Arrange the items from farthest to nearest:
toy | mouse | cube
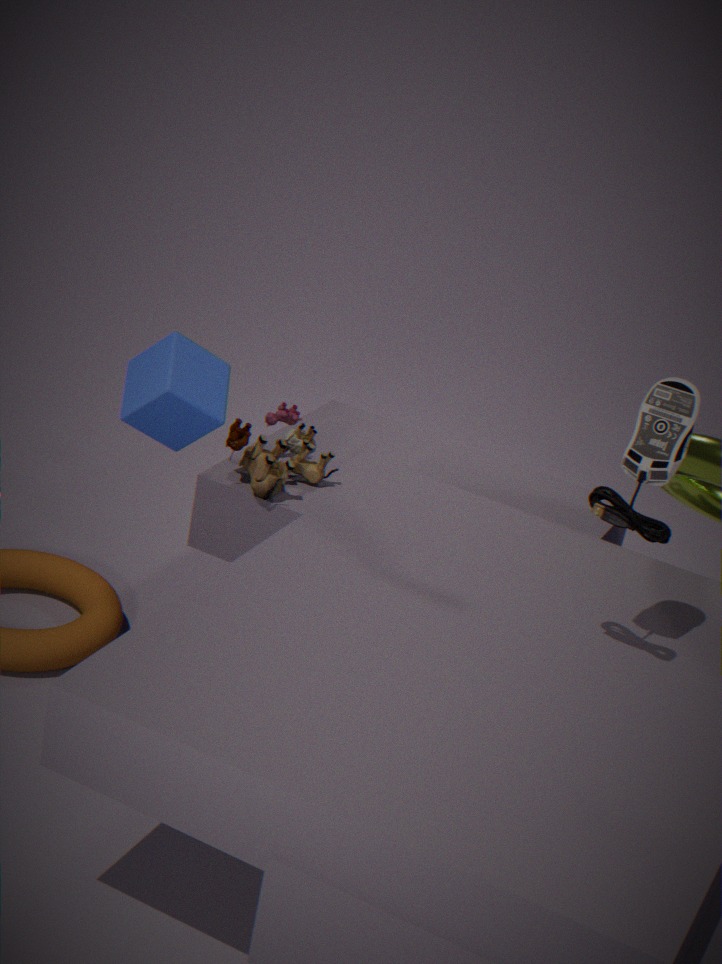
toy < cube < mouse
